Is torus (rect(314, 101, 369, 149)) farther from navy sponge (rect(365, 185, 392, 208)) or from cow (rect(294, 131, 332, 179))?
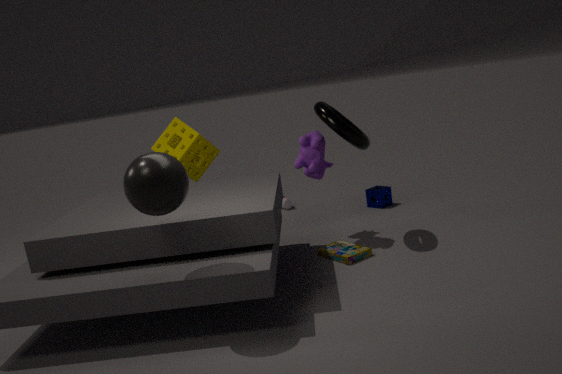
navy sponge (rect(365, 185, 392, 208))
